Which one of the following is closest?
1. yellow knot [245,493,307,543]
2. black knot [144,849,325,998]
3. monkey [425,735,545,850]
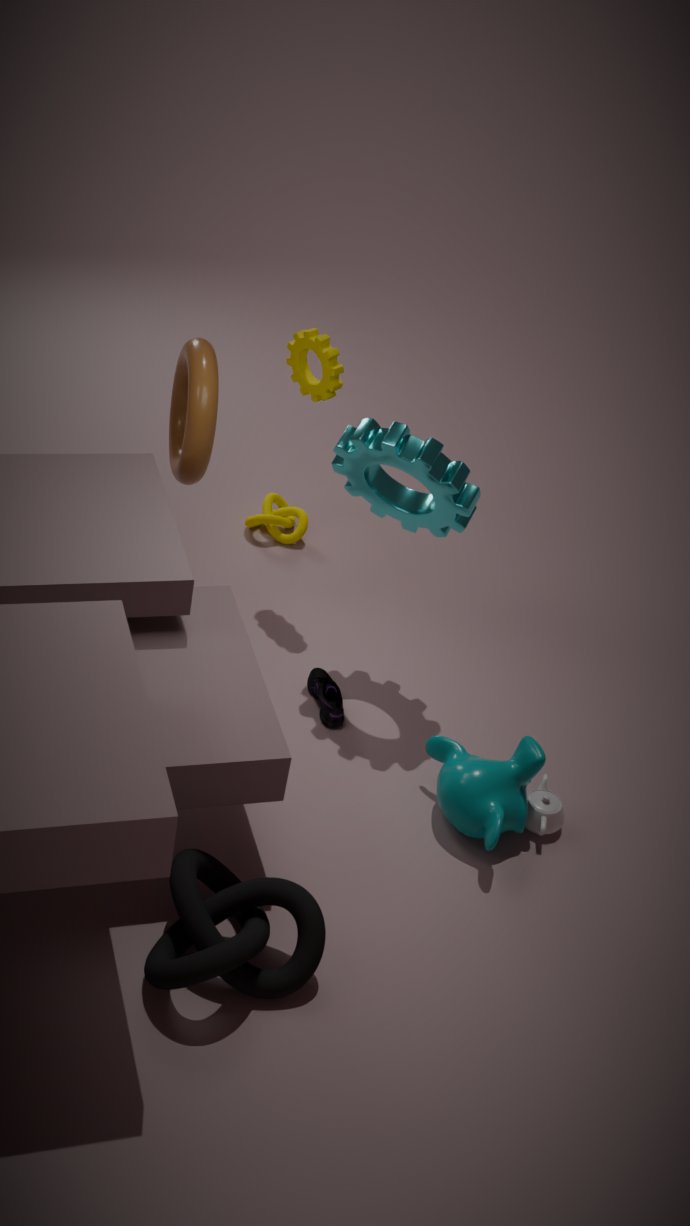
black knot [144,849,325,998]
